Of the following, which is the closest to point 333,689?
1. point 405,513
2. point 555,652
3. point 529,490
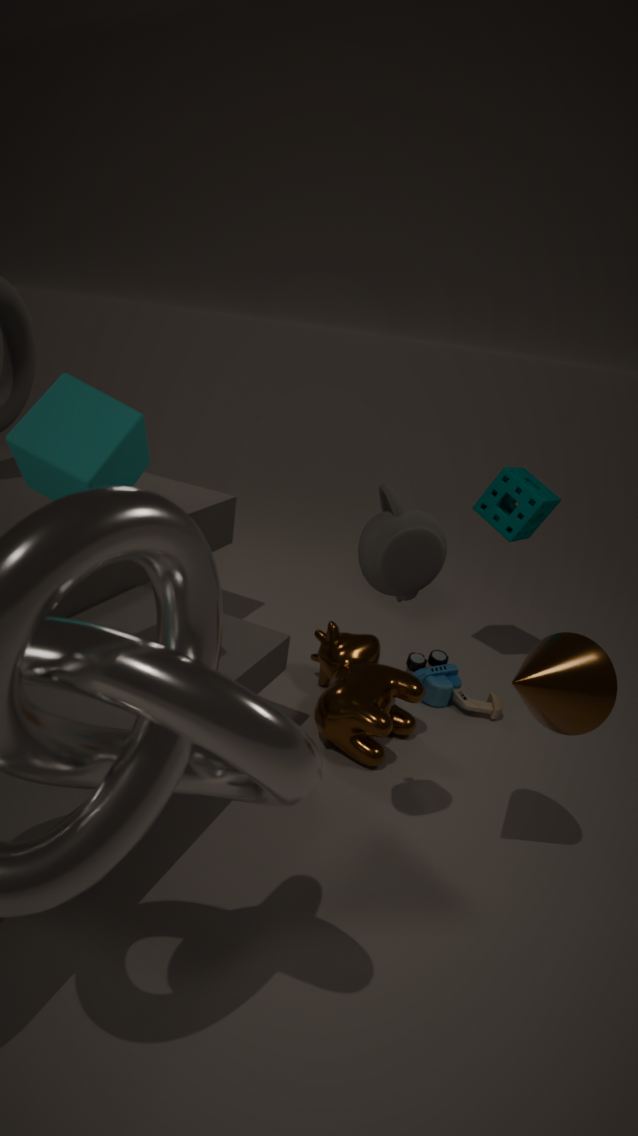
point 555,652
